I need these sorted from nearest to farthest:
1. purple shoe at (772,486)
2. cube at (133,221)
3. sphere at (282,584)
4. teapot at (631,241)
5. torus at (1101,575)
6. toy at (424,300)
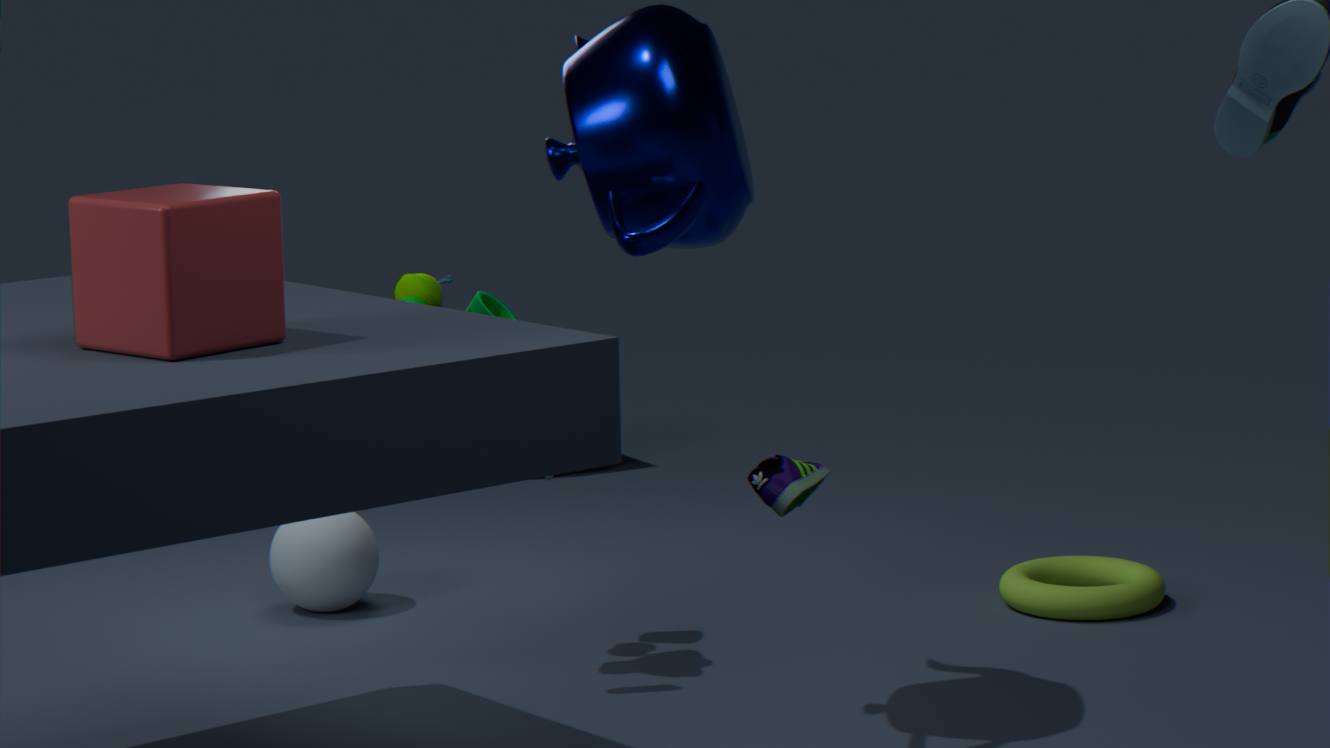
1. cube at (133,221)
2. purple shoe at (772,486)
3. teapot at (631,241)
4. toy at (424,300)
5. torus at (1101,575)
6. sphere at (282,584)
